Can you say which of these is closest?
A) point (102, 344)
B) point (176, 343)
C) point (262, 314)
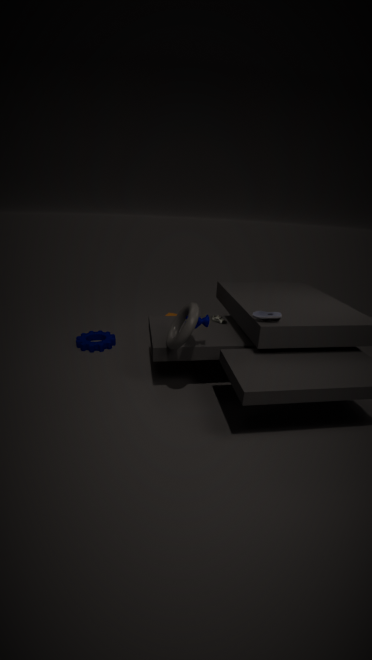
point (176, 343)
